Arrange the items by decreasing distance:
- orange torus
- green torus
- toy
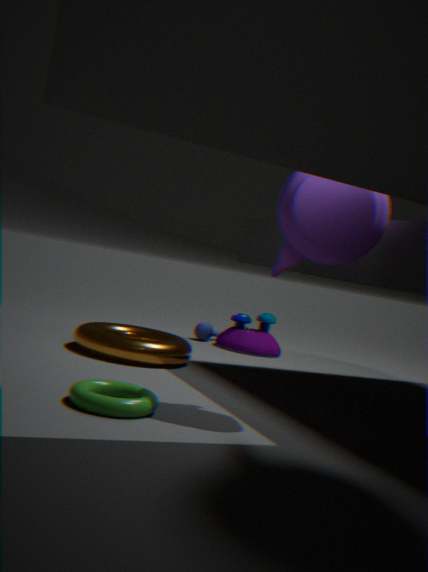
toy → orange torus → green torus
